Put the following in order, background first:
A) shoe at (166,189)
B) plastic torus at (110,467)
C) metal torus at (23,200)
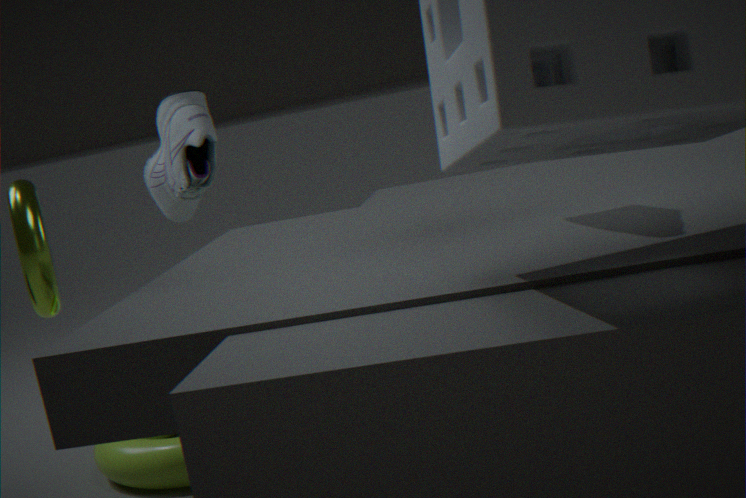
shoe at (166,189), plastic torus at (110,467), metal torus at (23,200)
